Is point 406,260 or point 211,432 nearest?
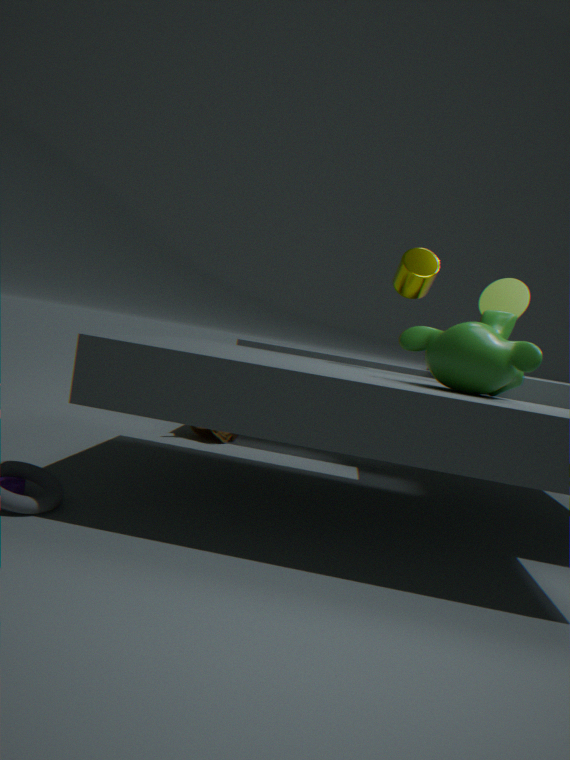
point 406,260
